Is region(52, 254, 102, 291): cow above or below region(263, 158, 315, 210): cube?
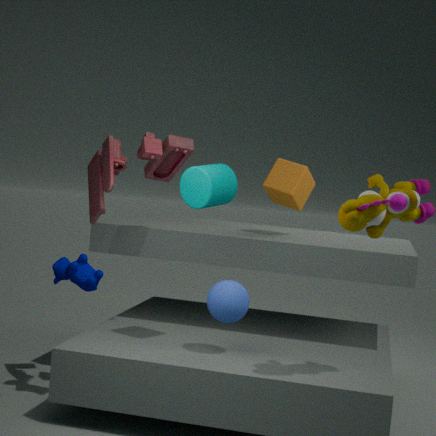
below
